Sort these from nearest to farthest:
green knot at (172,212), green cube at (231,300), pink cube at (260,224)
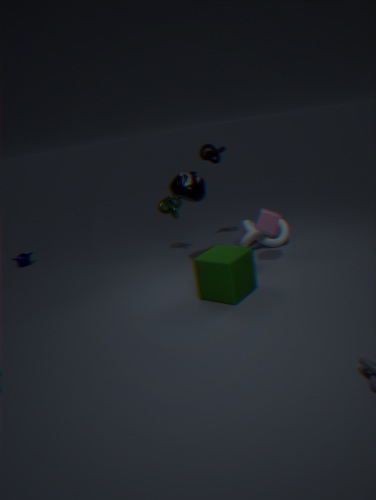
green cube at (231,300) → pink cube at (260,224) → green knot at (172,212)
